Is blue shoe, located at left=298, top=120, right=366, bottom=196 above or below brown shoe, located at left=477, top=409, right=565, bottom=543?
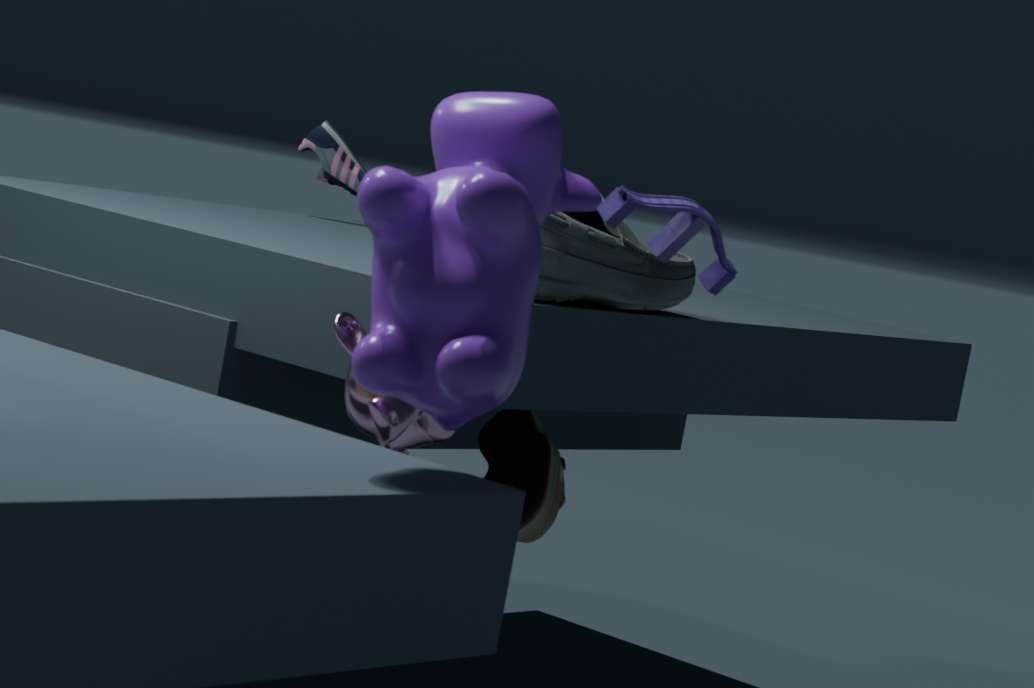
above
